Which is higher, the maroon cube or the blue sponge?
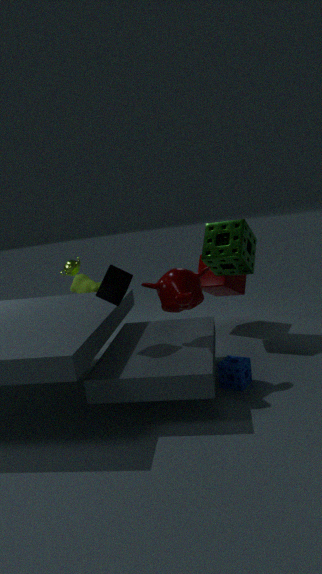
the maroon cube
